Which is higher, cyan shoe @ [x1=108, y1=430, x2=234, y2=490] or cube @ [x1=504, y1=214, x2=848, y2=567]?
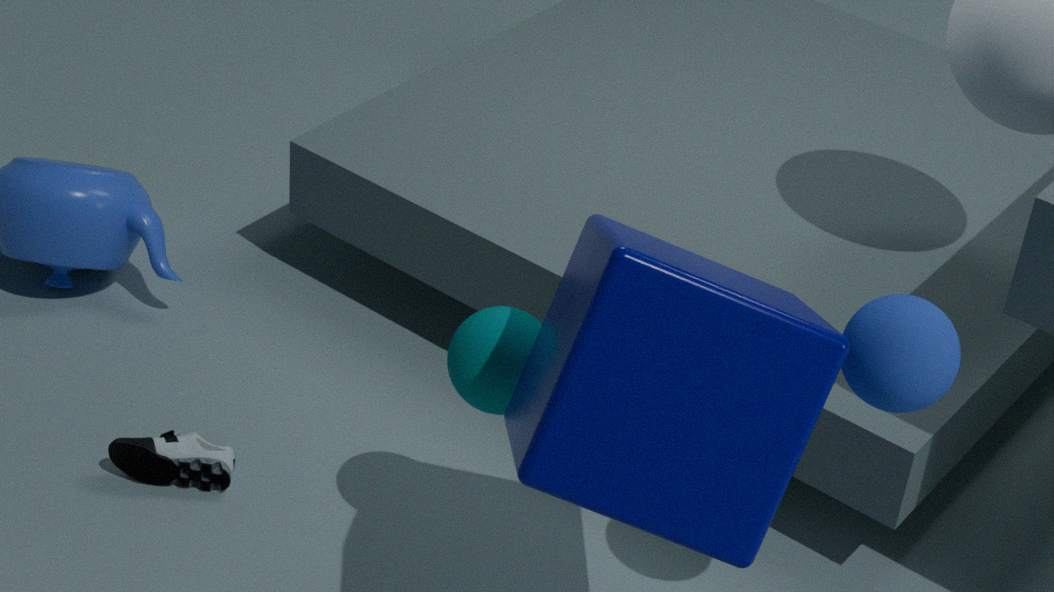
cube @ [x1=504, y1=214, x2=848, y2=567]
